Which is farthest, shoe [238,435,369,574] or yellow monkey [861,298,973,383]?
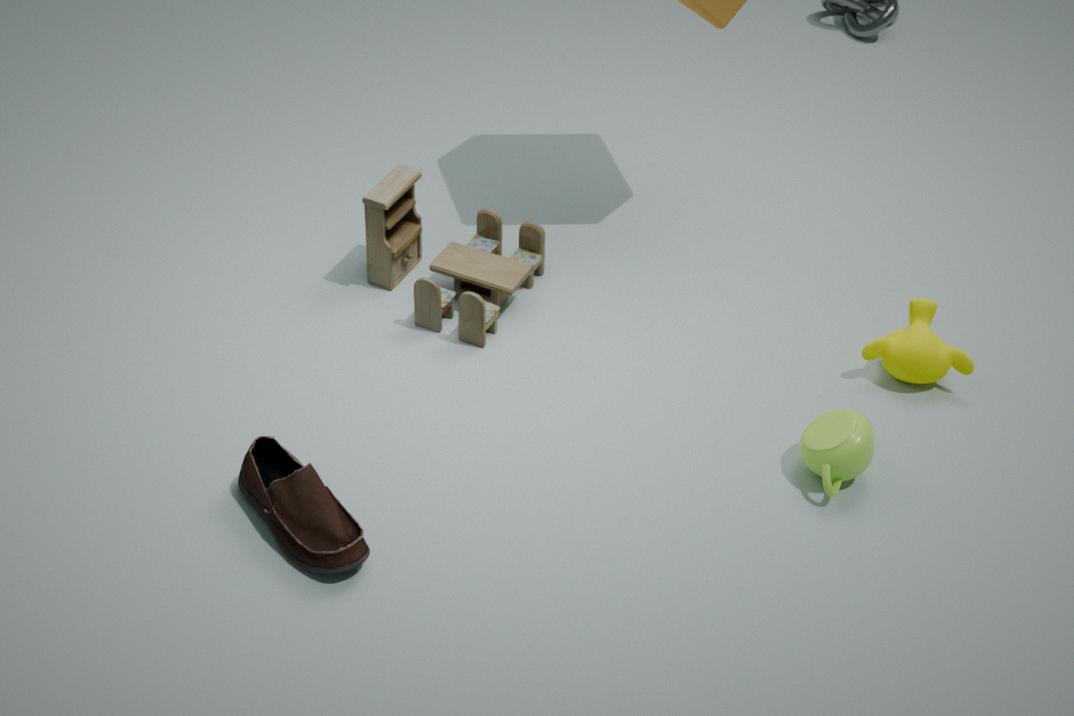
yellow monkey [861,298,973,383]
